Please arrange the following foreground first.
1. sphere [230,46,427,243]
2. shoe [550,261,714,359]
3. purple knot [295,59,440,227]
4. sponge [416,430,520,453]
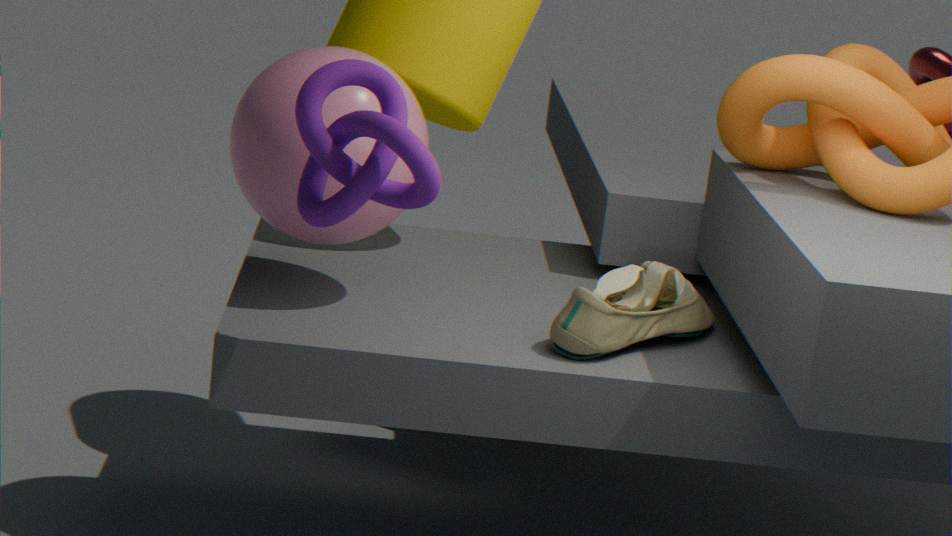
1. purple knot [295,59,440,227]
2. sphere [230,46,427,243]
3. shoe [550,261,714,359]
4. sponge [416,430,520,453]
